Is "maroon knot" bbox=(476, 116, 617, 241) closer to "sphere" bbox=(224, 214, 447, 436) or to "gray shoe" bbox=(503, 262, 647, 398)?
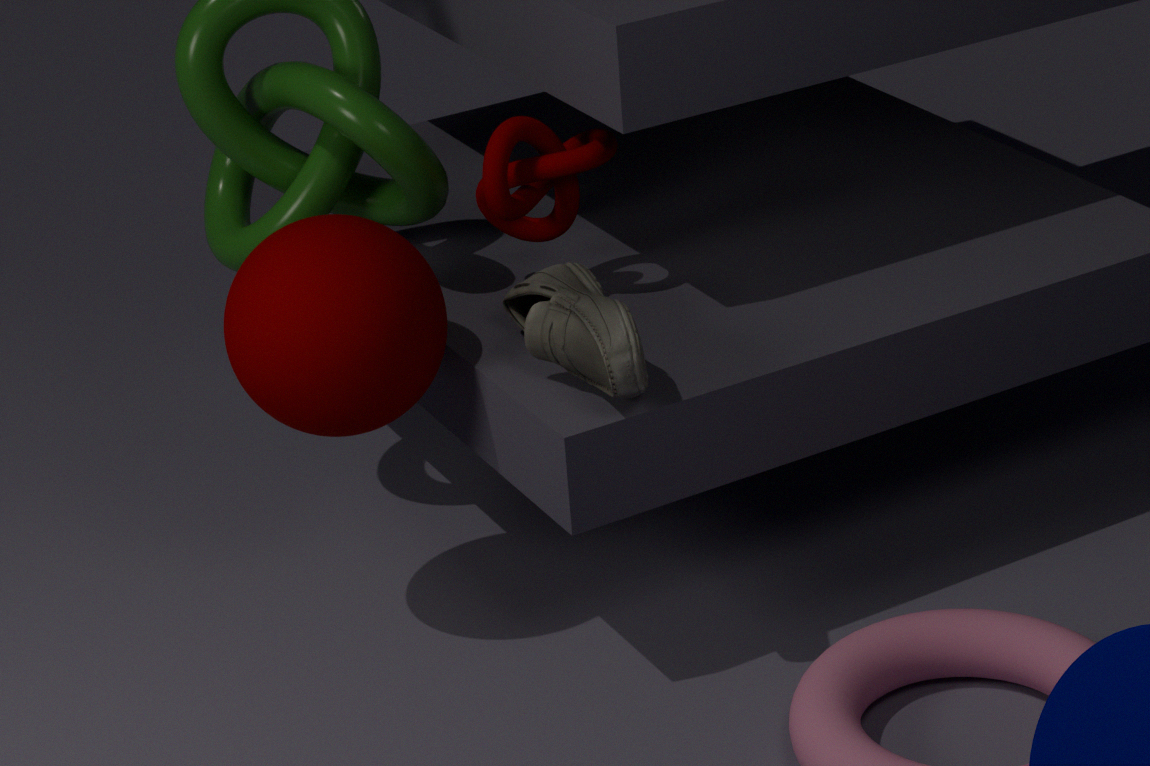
"gray shoe" bbox=(503, 262, 647, 398)
